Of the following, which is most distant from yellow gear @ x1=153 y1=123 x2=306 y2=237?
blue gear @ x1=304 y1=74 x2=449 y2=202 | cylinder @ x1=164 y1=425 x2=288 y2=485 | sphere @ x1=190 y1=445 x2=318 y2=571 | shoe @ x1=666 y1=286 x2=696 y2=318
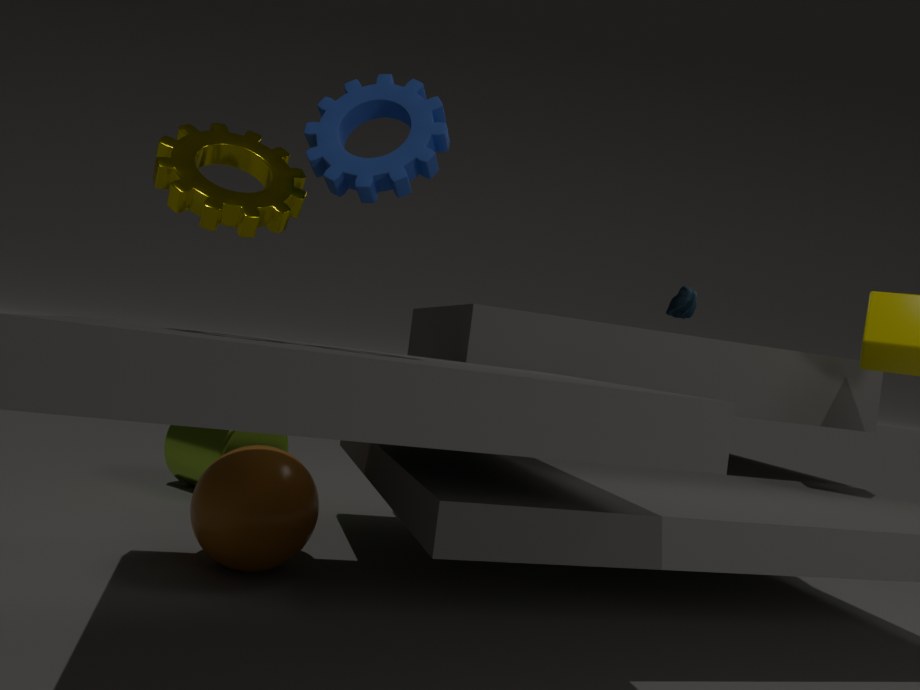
shoe @ x1=666 y1=286 x2=696 y2=318
